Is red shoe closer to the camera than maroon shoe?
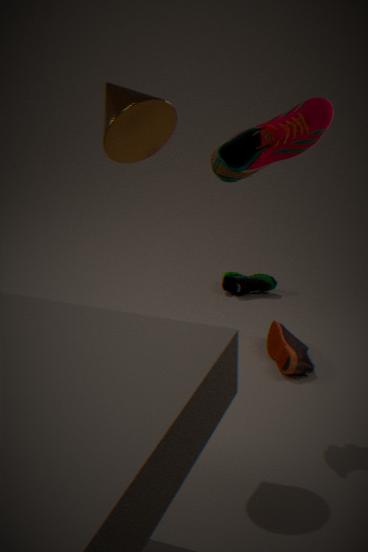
No
